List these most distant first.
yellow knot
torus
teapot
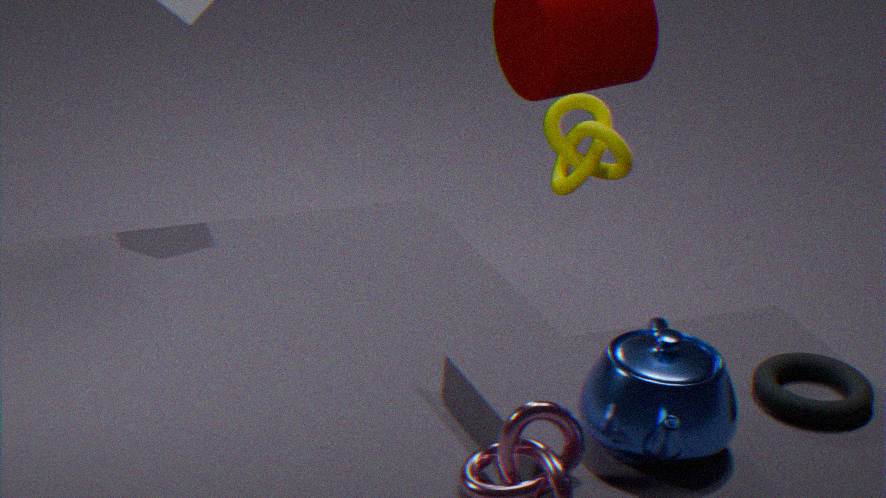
yellow knot → torus → teapot
